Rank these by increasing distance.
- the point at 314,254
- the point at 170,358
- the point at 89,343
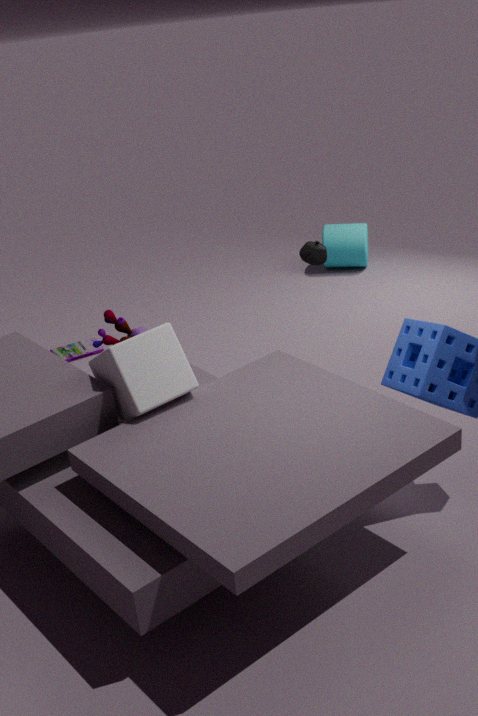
the point at 170,358
the point at 314,254
the point at 89,343
